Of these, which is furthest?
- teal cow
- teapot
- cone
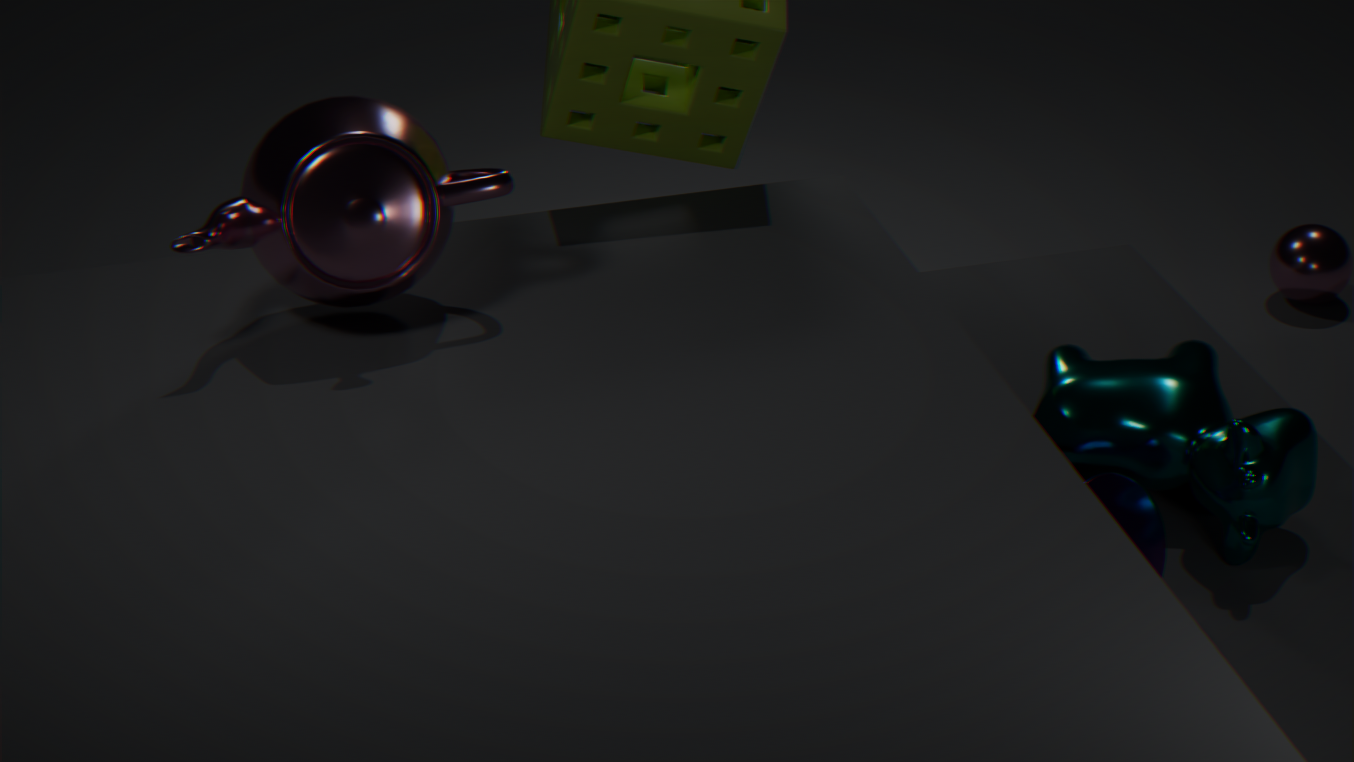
teapot
